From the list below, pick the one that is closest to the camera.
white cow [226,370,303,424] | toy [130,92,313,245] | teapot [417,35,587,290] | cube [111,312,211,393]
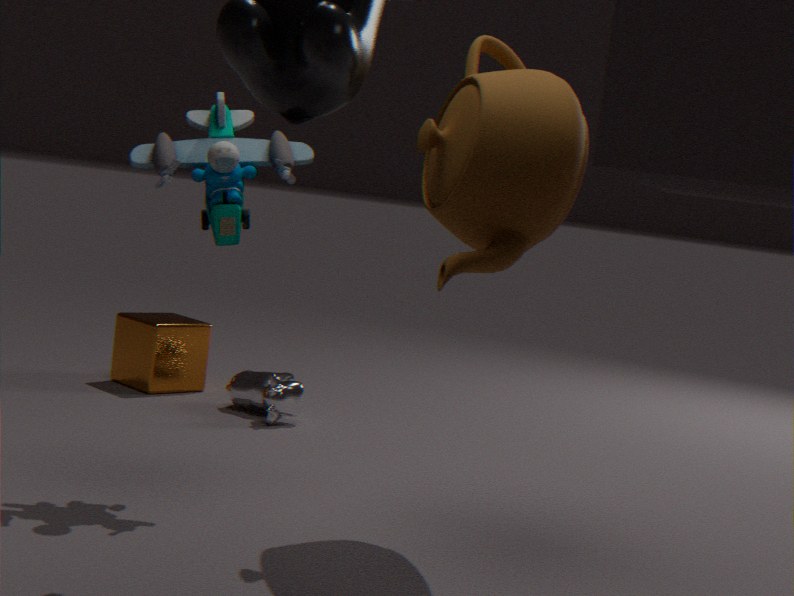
teapot [417,35,587,290]
